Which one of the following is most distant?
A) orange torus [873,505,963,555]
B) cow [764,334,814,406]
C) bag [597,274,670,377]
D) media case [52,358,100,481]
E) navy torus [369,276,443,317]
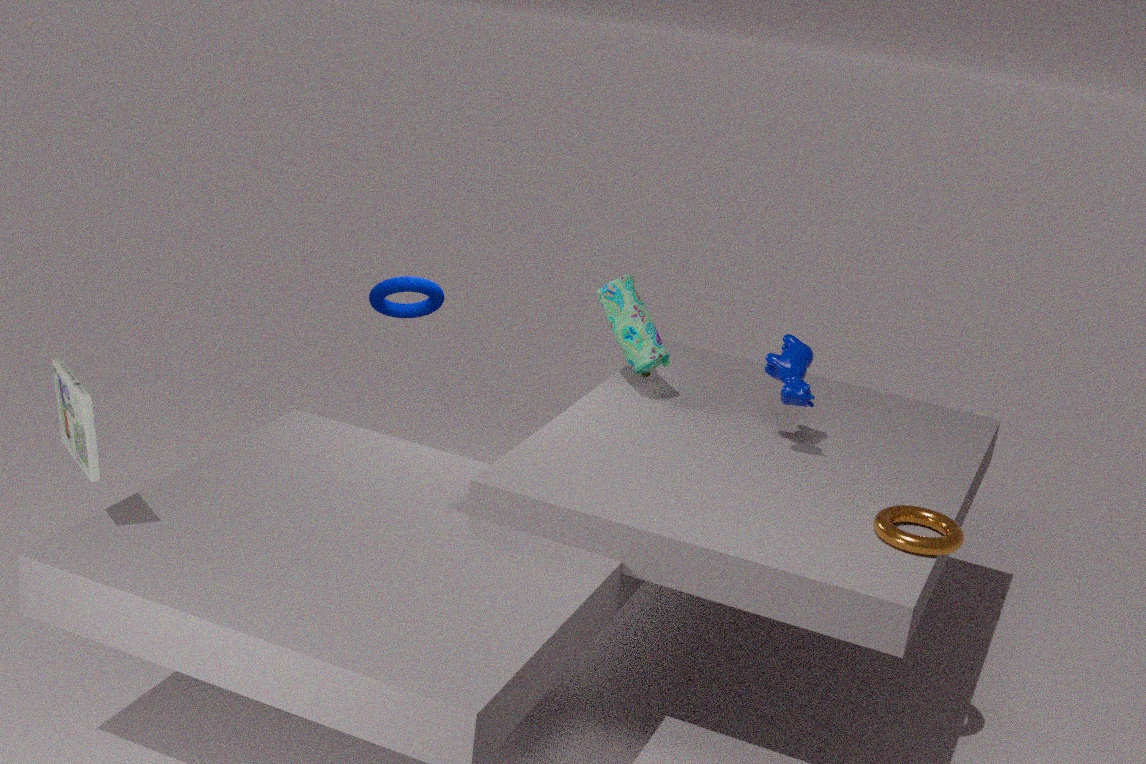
bag [597,274,670,377]
